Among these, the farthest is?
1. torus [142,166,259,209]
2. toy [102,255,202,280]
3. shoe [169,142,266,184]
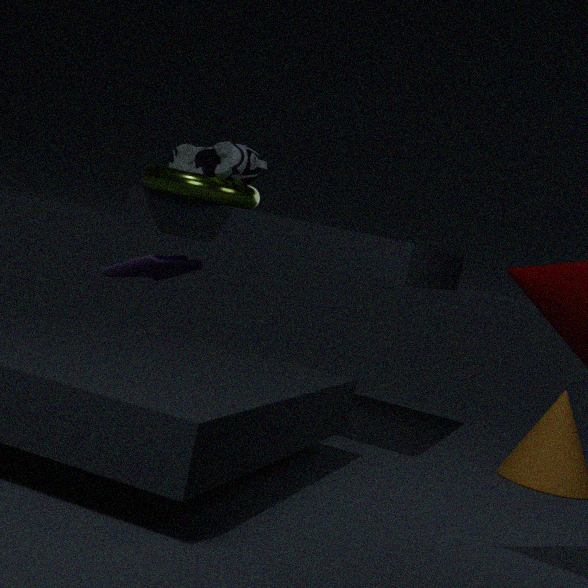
toy [102,255,202,280]
